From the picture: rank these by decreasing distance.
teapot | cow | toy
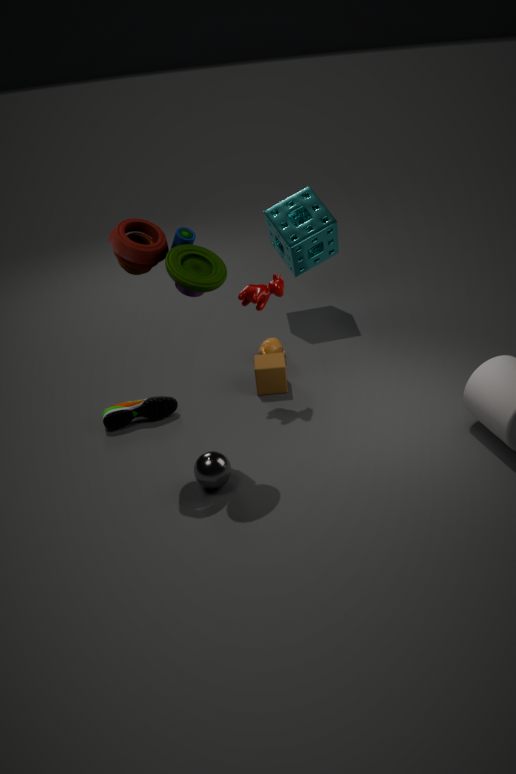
teapot → cow → toy
